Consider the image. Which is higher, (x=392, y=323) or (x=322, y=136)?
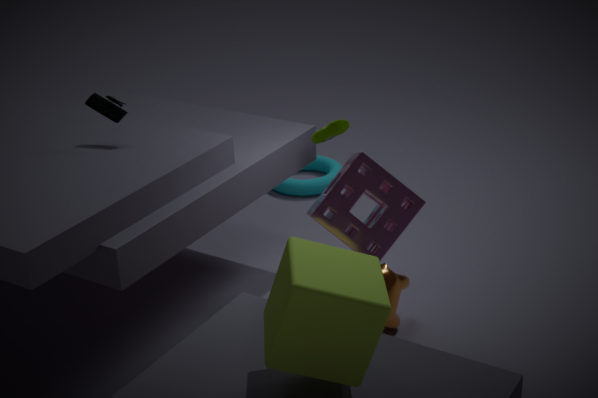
(x=322, y=136)
